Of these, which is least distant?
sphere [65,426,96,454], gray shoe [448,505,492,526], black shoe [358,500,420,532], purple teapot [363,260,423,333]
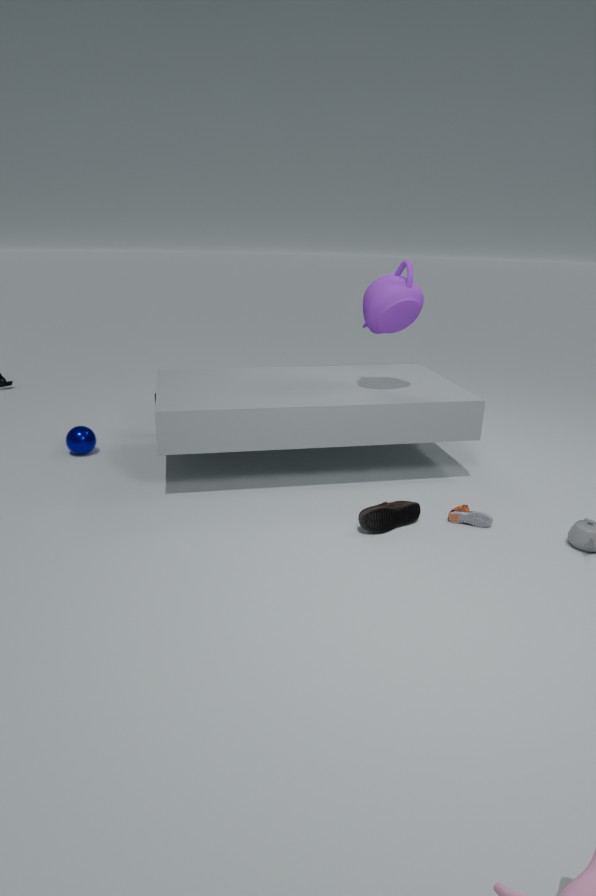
black shoe [358,500,420,532]
